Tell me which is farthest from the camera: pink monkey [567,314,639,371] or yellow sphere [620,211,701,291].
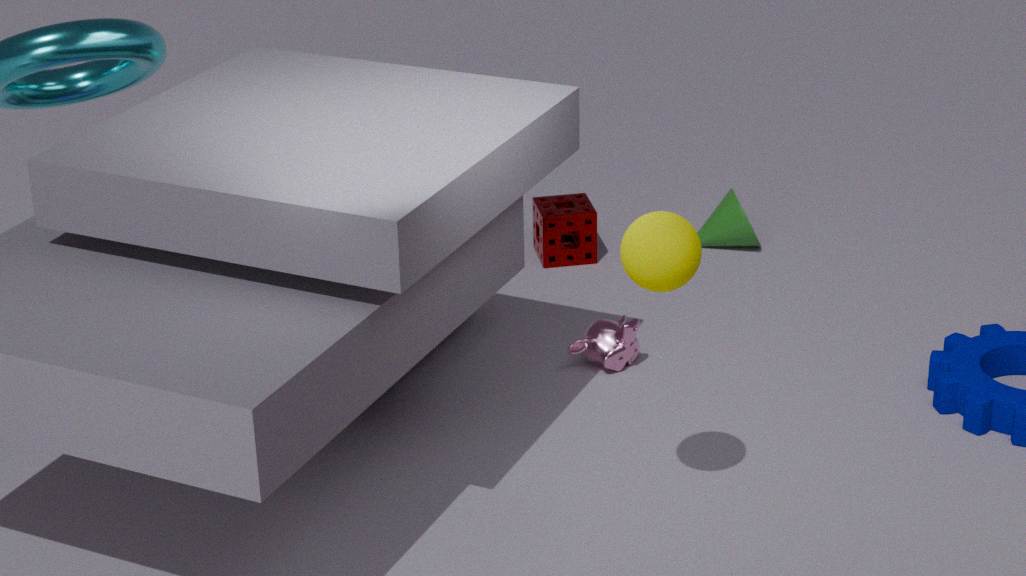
pink monkey [567,314,639,371]
